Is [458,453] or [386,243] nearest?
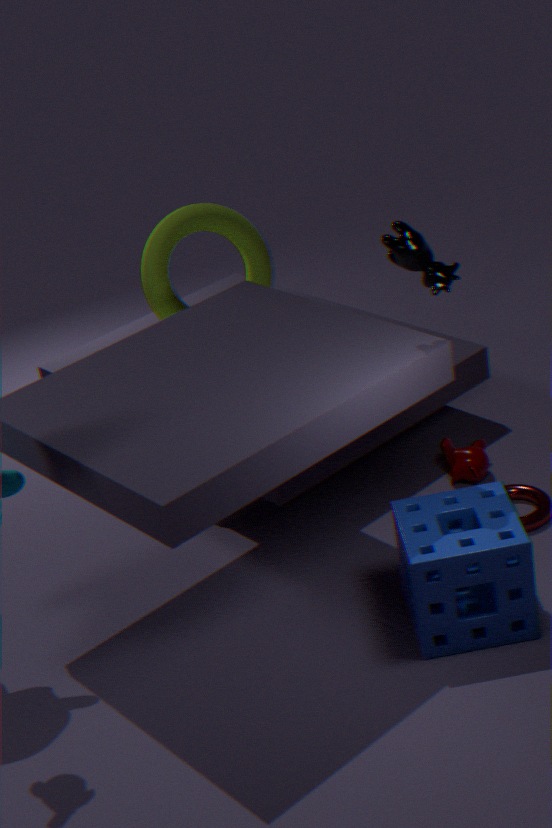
[386,243]
